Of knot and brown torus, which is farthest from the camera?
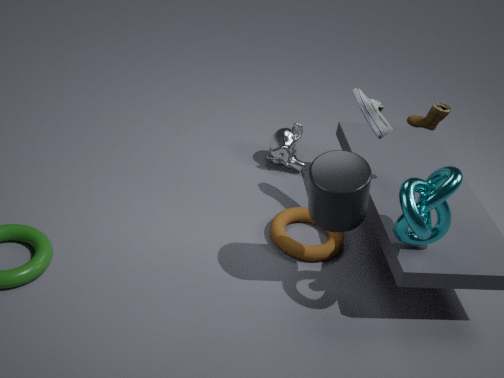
brown torus
